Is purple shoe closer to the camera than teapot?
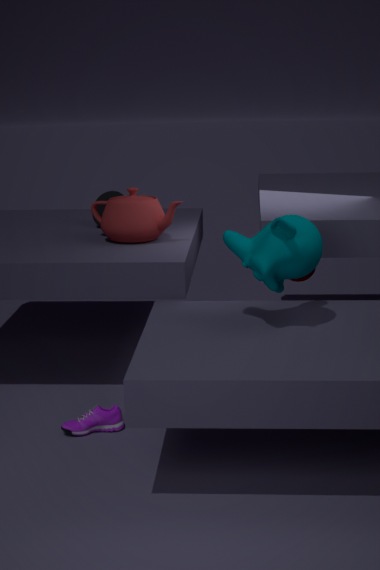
Yes
